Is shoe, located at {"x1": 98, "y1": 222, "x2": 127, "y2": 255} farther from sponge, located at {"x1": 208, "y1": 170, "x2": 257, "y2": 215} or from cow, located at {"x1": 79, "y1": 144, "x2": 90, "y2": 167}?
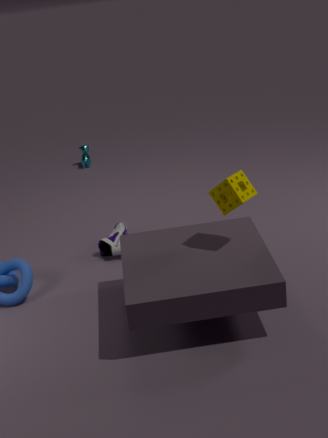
cow, located at {"x1": 79, "y1": 144, "x2": 90, "y2": 167}
